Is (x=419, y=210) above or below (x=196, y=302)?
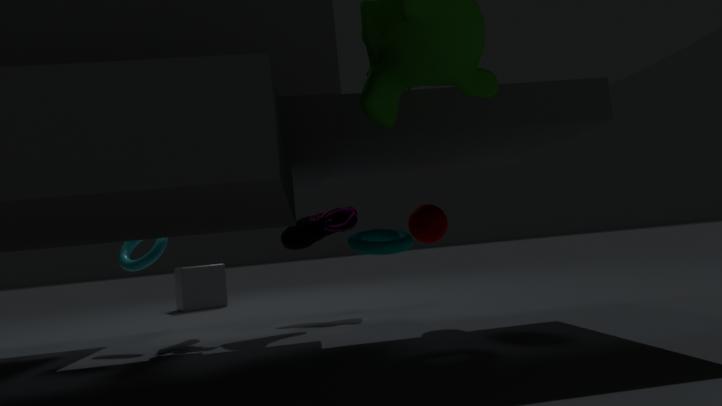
above
